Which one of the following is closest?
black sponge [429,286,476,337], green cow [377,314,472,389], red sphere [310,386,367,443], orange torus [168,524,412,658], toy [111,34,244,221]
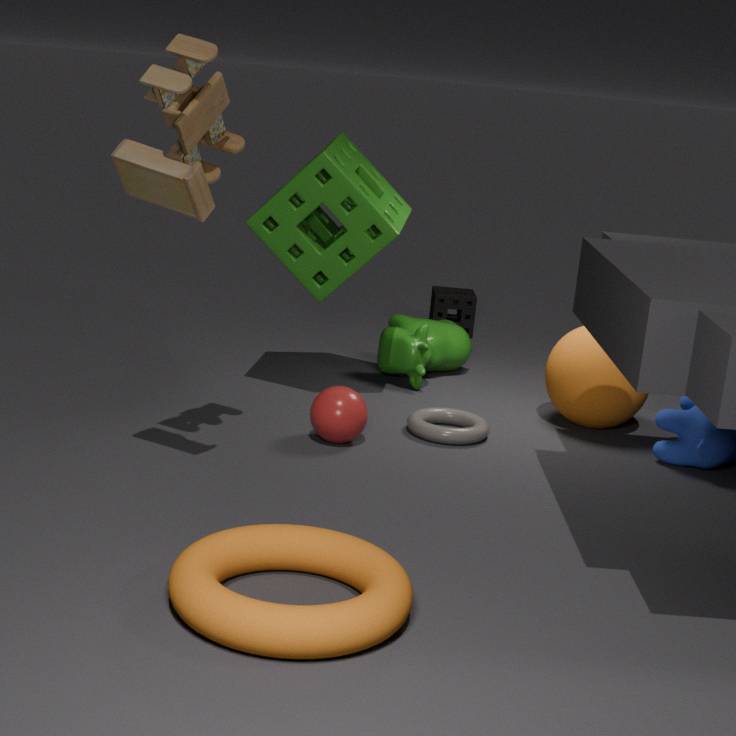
orange torus [168,524,412,658]
